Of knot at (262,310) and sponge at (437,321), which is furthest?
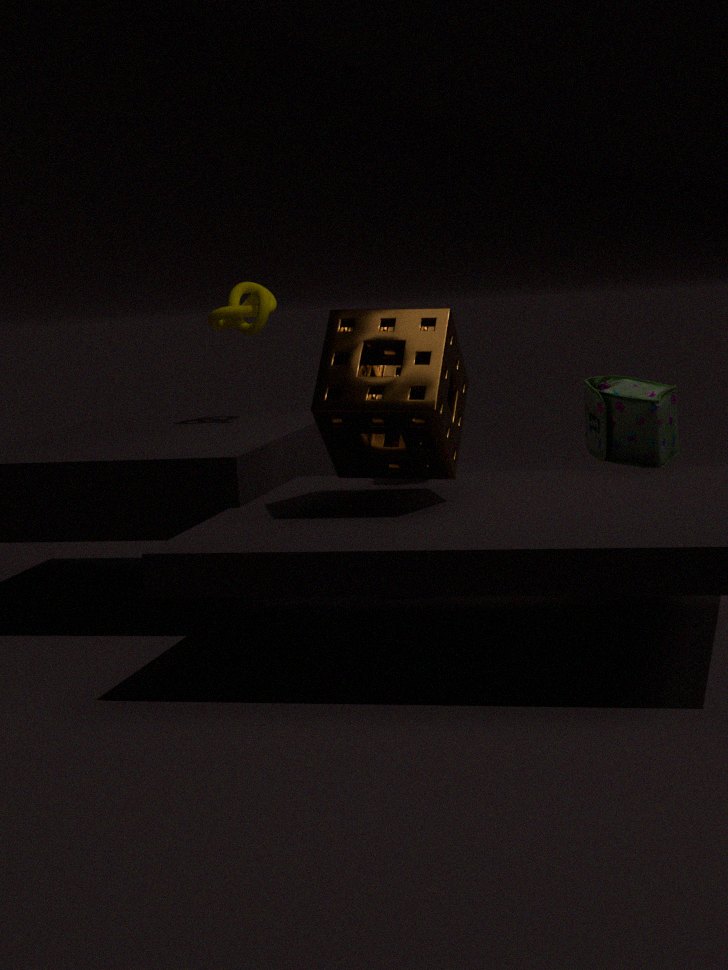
knot at (262,310)
